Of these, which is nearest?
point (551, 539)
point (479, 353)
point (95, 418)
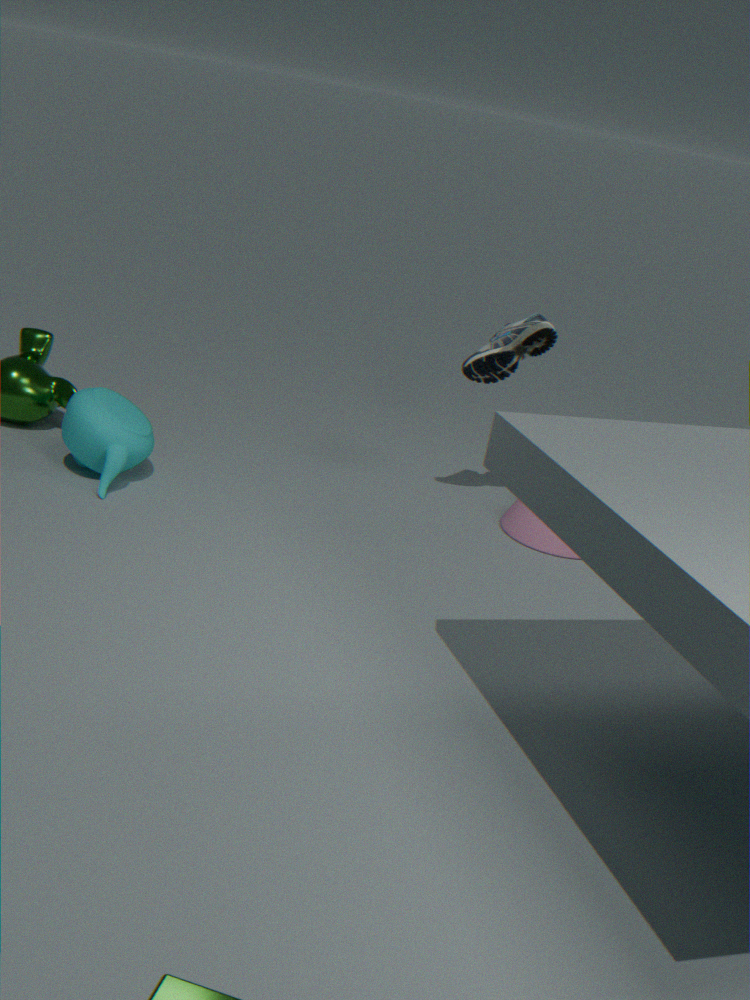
point (95, 418)
